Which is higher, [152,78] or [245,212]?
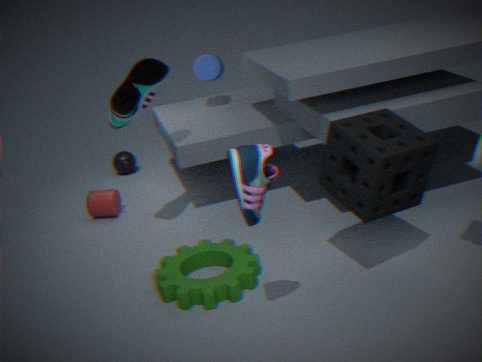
[152,78]
